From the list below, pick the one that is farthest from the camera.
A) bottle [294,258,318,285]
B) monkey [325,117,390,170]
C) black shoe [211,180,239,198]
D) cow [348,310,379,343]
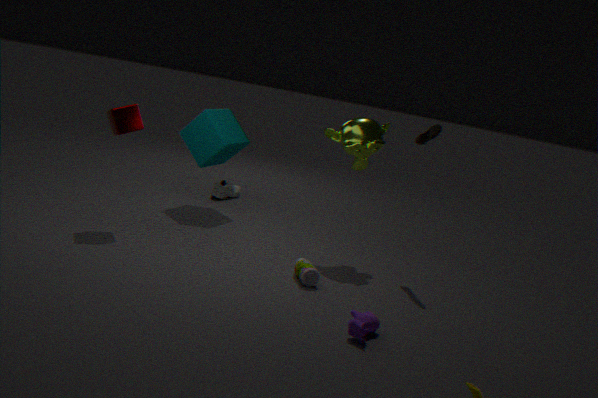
black shoe [211,180,239,198]
